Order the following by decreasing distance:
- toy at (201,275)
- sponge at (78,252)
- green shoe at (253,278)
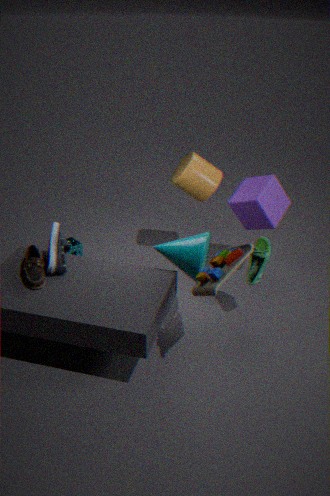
sponge at (78,252)
green shoe at (253,278)
toy at (201,275)
